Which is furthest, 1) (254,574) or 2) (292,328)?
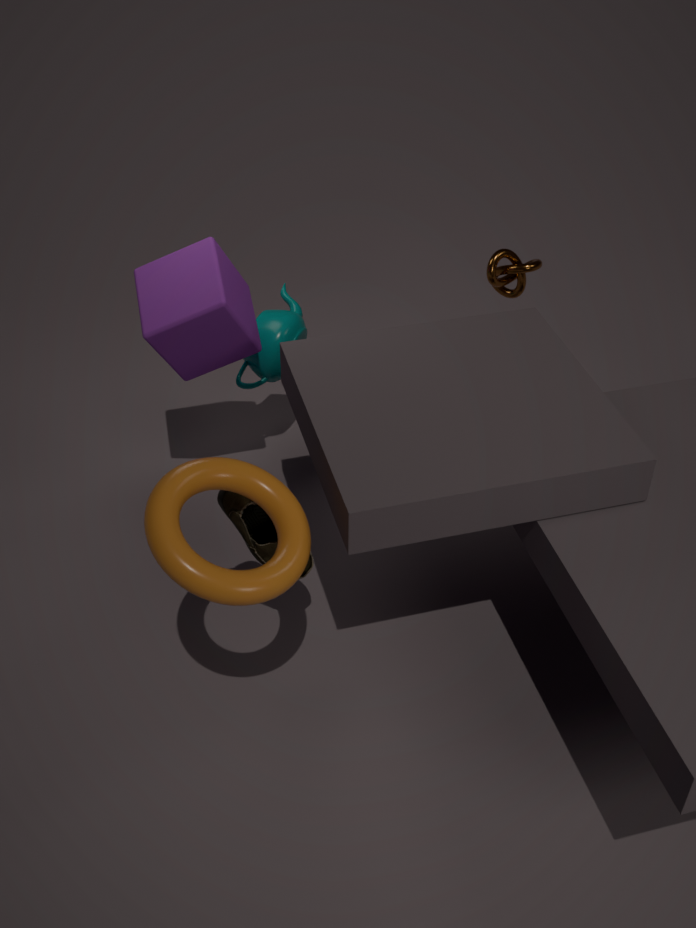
2. (292,328)
